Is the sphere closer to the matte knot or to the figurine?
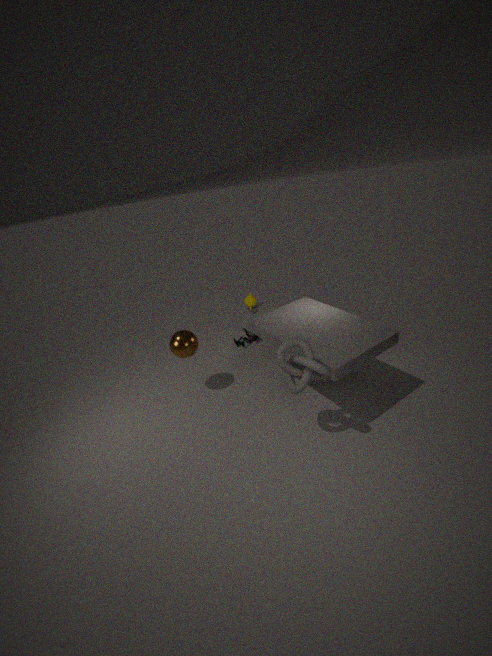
the figurine
